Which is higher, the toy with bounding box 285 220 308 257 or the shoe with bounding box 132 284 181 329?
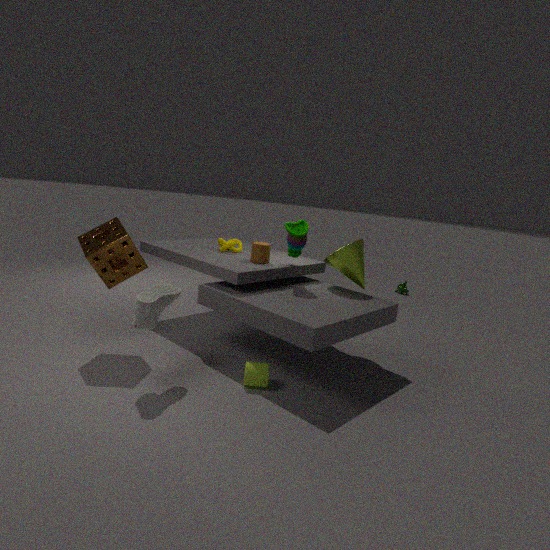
the toy with bounding box 285 220 308 257
